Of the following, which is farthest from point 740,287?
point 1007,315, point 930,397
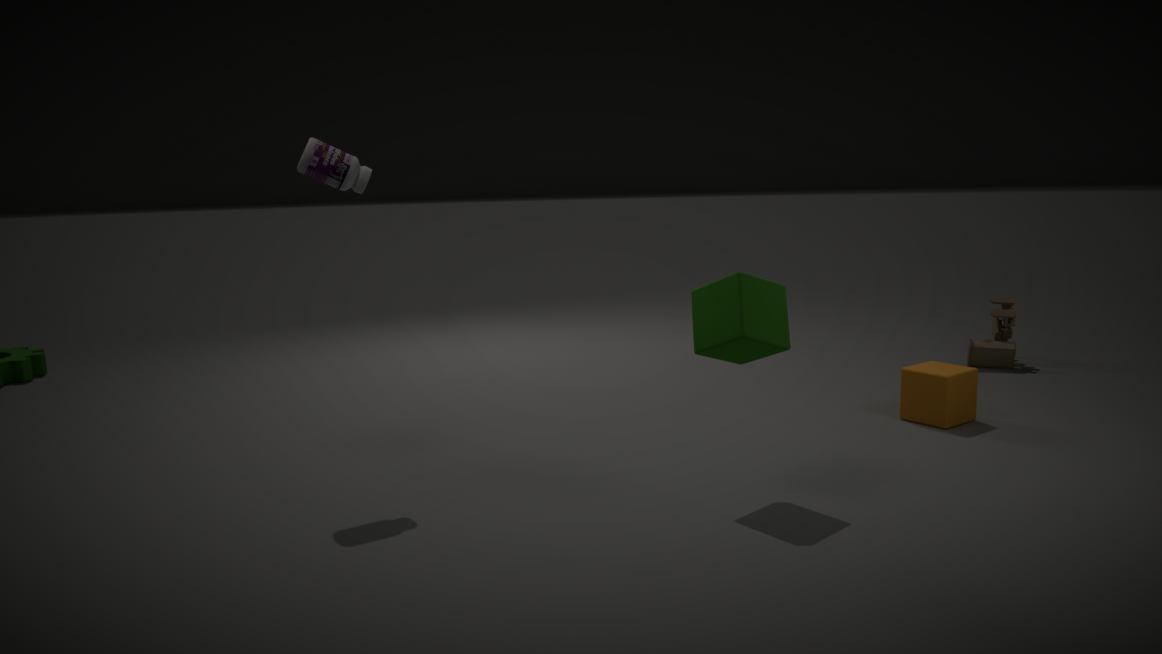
point 1007,315
